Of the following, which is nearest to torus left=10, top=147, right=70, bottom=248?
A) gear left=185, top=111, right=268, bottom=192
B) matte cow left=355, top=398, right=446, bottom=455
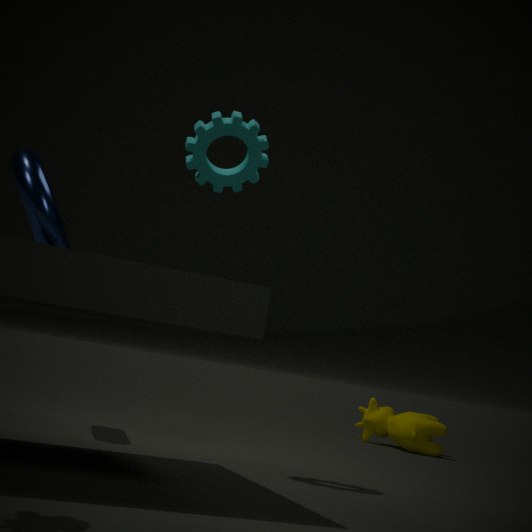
gear left=185, top=111, right=268, bottom=192
